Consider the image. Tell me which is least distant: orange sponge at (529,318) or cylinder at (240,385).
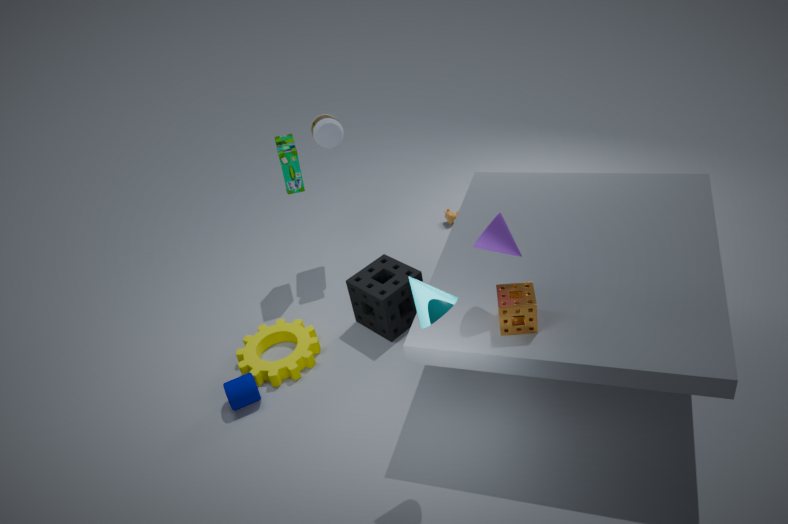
orange sponge at (529,318)
